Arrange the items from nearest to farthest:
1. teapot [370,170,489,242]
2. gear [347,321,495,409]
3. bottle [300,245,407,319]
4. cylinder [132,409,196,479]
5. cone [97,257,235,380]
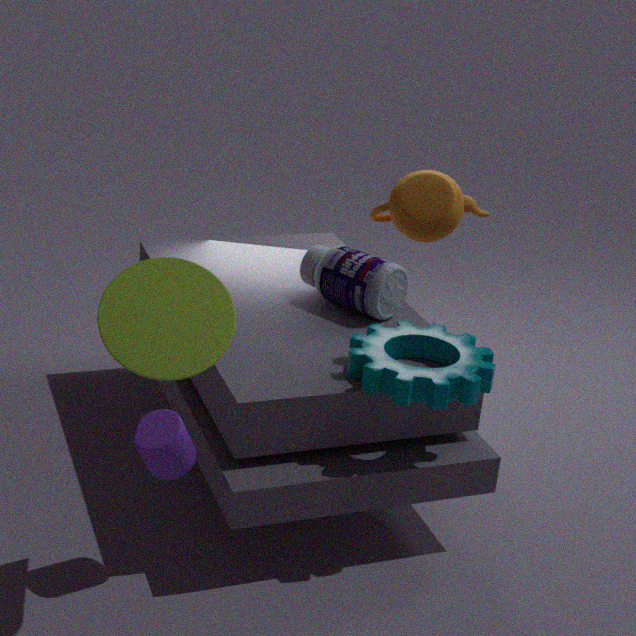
1. cone [97,257,235,380]
2. cylinder [132,409,196,479]
3. gear [347,321,495,409]
4. bottle [300,245,407,319]
5. teapot [370,170,489,242]
